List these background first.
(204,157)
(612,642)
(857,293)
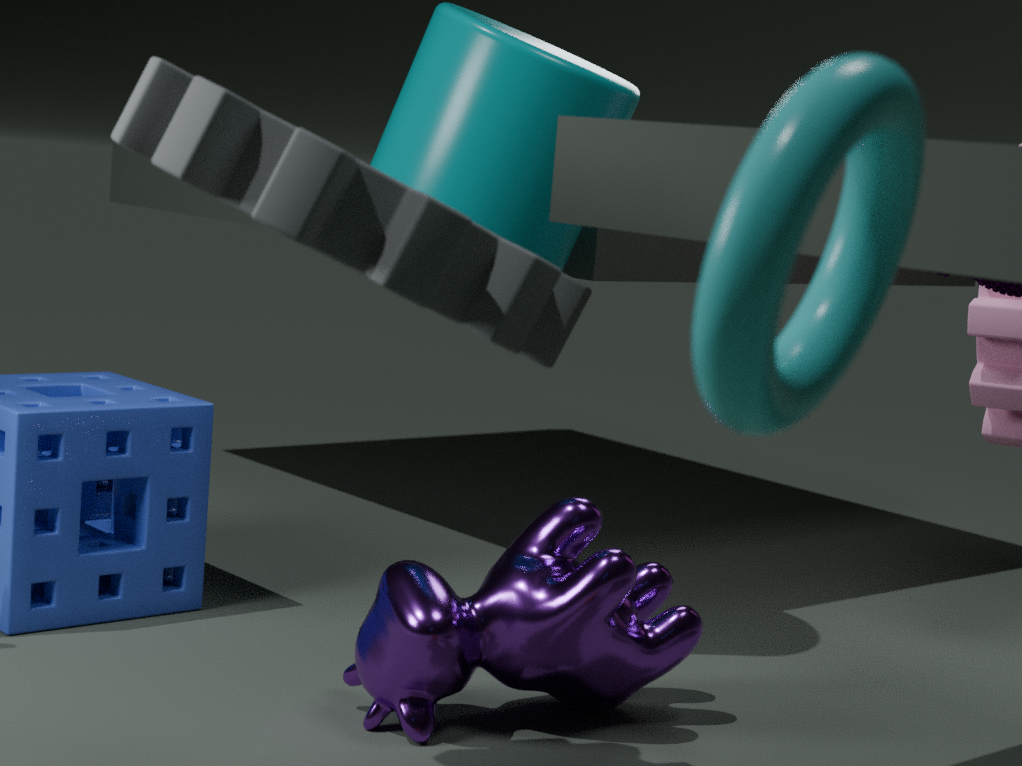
(612,642)
(204,157)
(857,293)
